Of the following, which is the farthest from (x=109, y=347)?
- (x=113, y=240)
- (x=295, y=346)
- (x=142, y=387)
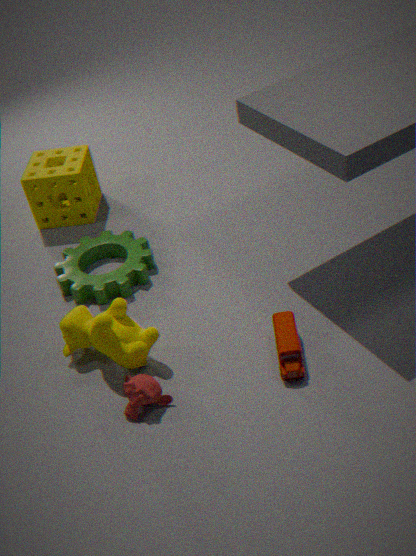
(x=295, y=346)
